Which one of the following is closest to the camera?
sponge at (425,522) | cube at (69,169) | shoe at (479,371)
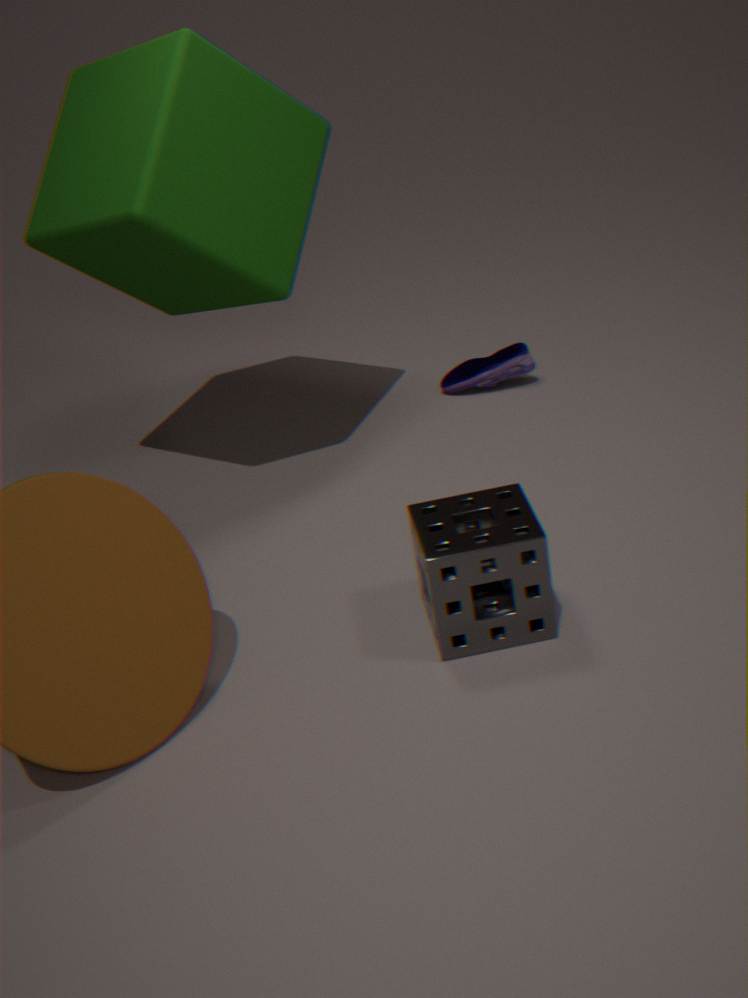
sponge at (425,522)
